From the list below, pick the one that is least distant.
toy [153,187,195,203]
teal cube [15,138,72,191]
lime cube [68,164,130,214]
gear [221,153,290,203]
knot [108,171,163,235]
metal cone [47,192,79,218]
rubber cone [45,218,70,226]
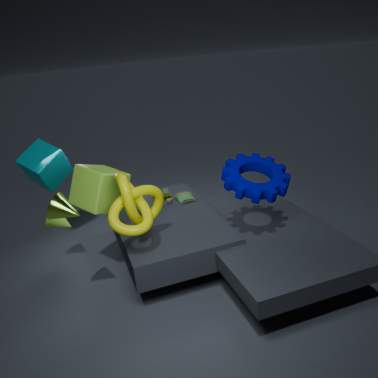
metal cone [47,192,79,218]
